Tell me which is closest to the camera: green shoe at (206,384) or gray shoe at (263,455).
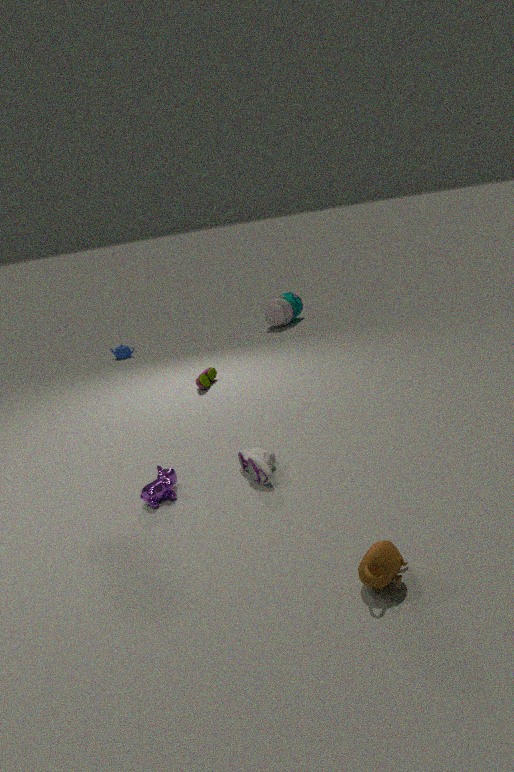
gray shoe at (263,455)
